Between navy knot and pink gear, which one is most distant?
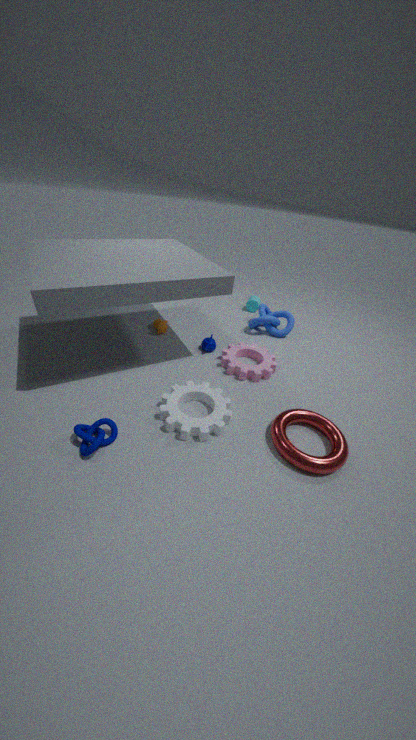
pink gear
